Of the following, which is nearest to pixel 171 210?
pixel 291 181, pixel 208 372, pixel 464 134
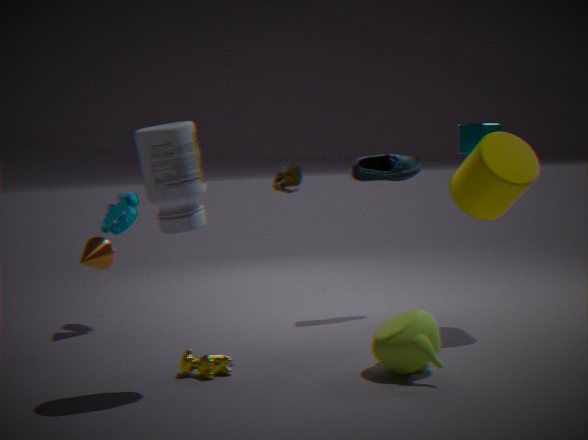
pixel 291 181
